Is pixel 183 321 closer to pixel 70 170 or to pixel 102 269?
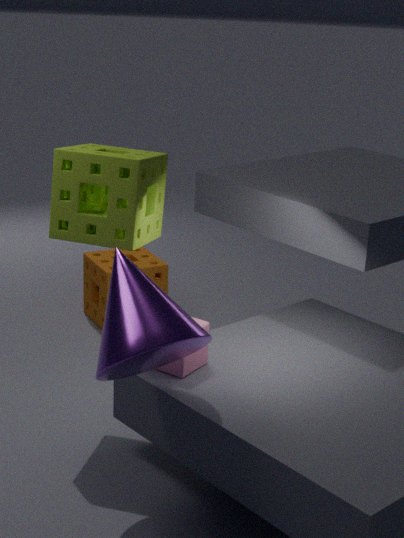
pixel 70 170
